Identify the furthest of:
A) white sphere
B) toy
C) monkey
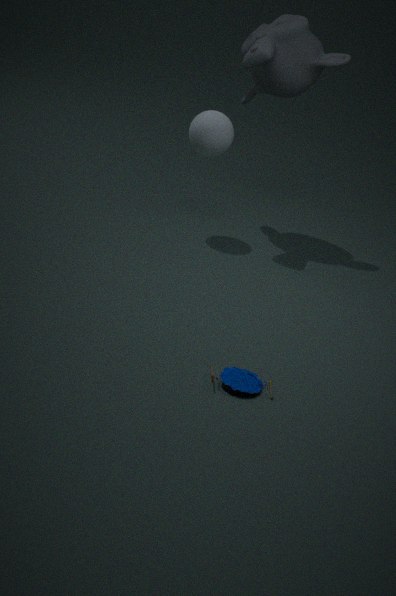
white sphere
